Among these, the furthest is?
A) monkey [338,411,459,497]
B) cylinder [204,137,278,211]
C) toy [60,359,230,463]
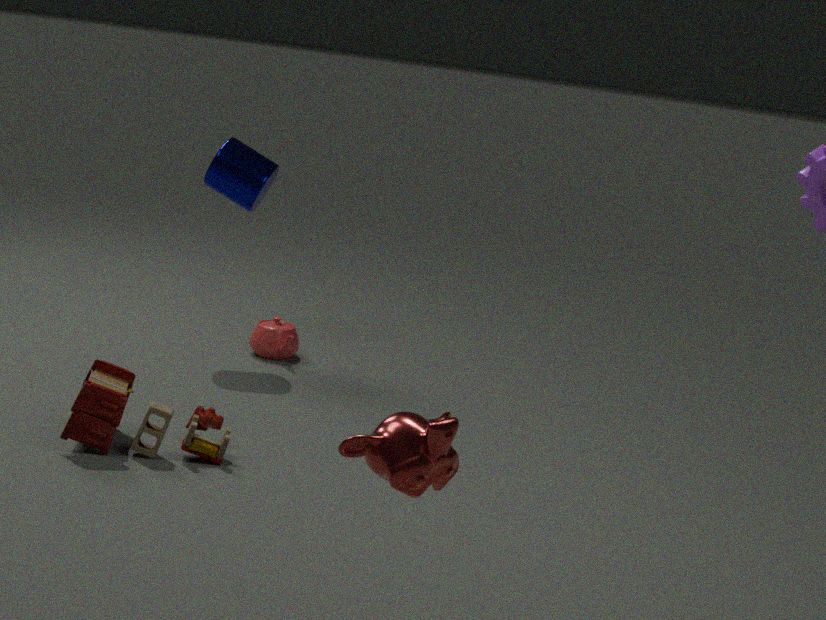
cylinder [204,137,278,211]
